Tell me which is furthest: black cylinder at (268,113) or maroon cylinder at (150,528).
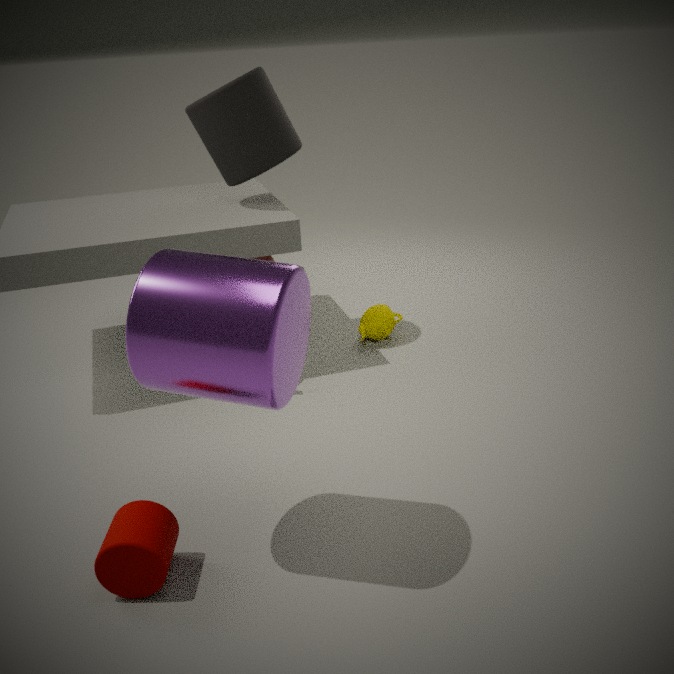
black cylinder at (268,113)
